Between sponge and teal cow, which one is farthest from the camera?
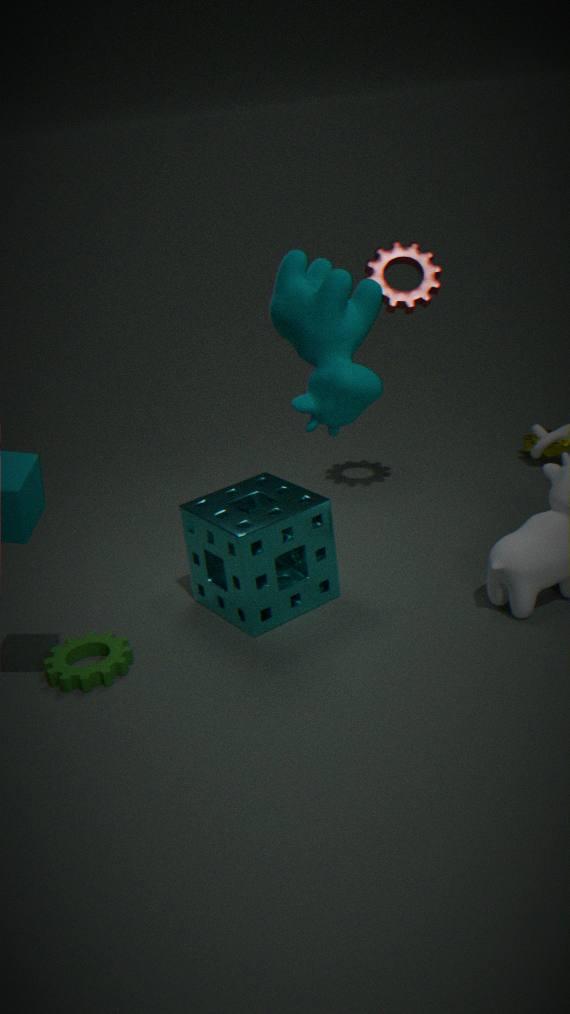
sponge
